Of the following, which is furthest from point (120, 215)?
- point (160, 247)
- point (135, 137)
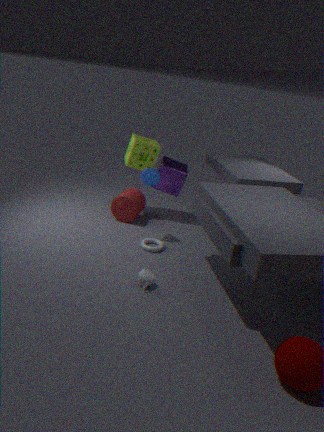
point (160, 247)
